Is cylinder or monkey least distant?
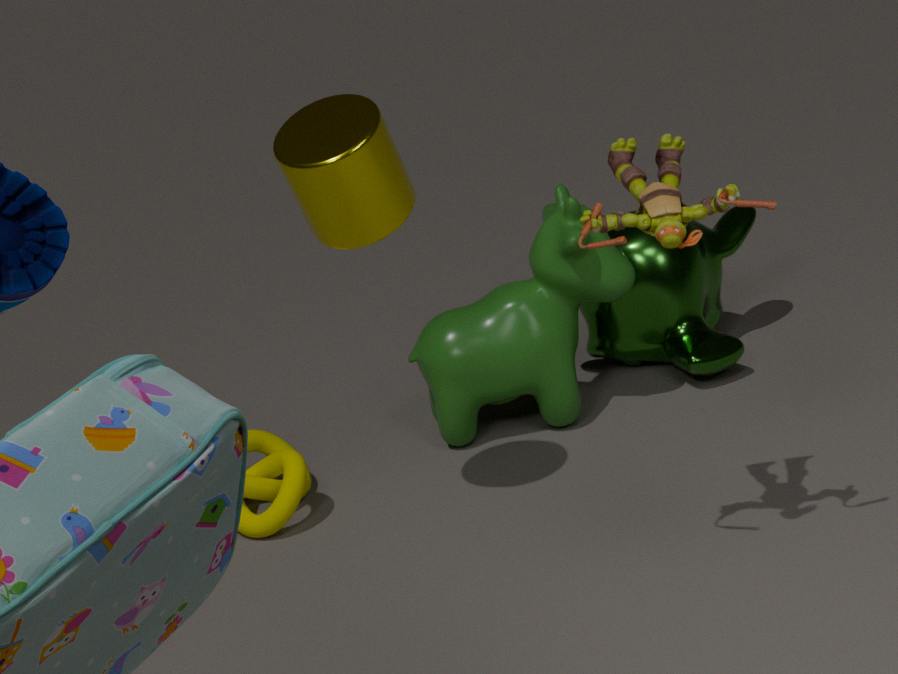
cylinder
